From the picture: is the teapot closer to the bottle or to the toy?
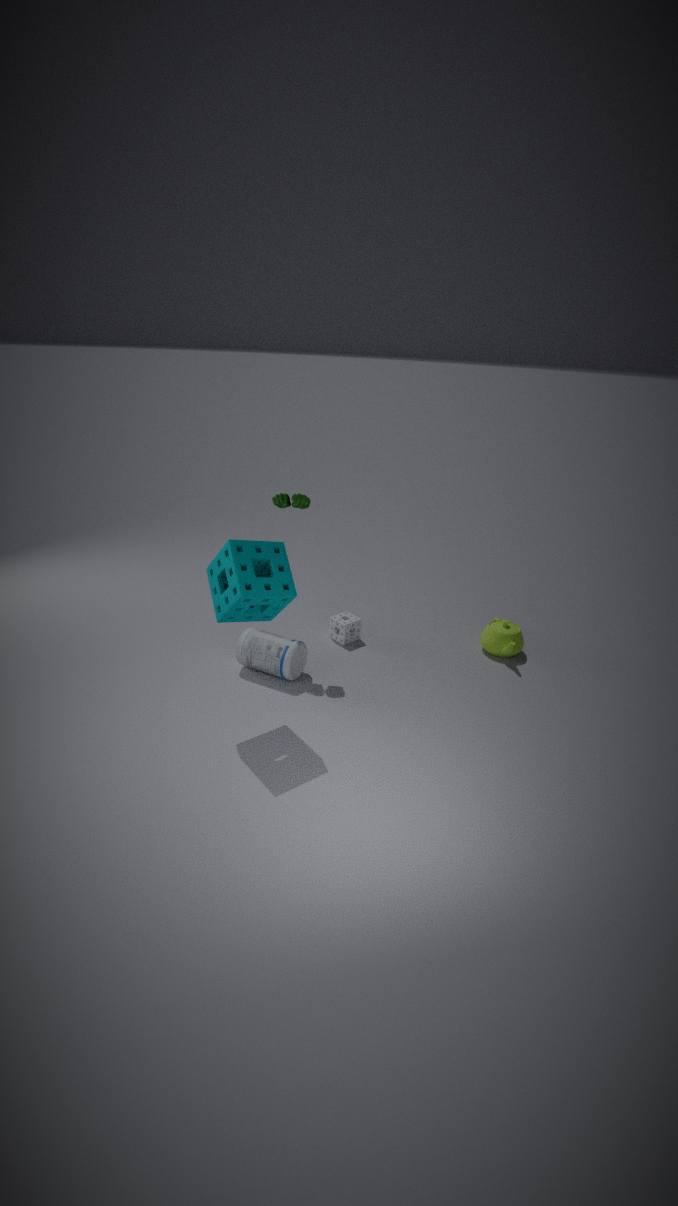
the bottle
